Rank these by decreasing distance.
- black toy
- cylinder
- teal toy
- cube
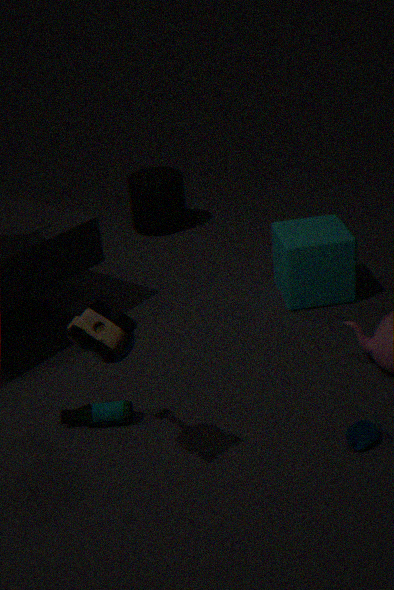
cylinder < cube < teal toy < black toy
